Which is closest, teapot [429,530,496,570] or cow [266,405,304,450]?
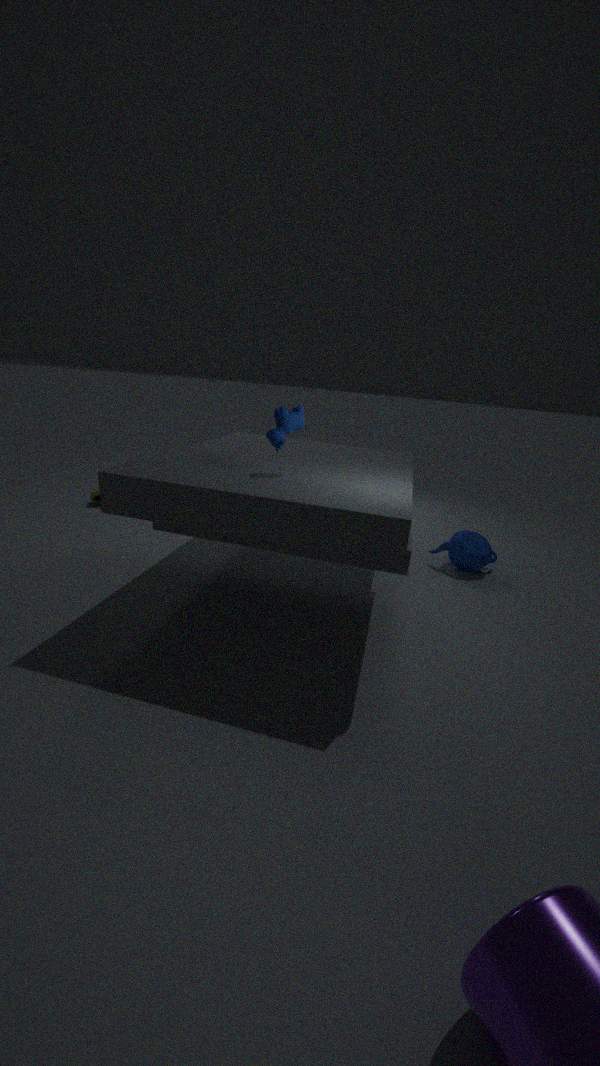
cow [266,405,304,450]
